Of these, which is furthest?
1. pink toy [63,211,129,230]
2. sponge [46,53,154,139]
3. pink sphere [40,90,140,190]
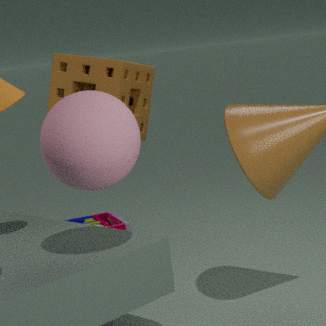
pink toy [63,211,129,230]
